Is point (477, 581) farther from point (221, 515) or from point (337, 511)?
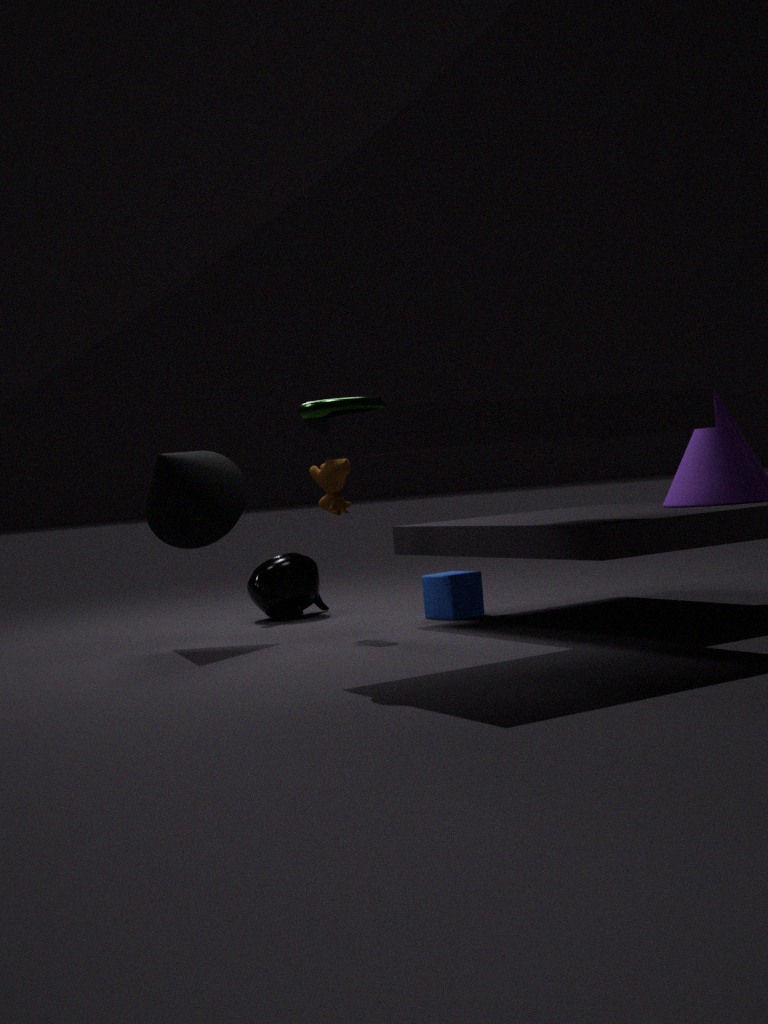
point (221, 515)
